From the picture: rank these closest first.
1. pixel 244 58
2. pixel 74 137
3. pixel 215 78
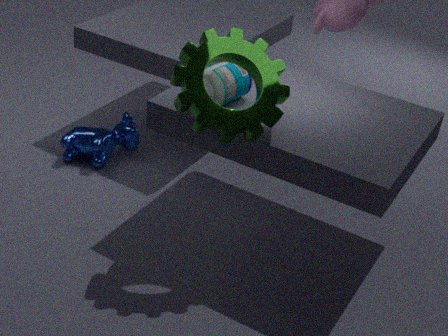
pixel 244 58
pixel 215 78
pixel 74 137
